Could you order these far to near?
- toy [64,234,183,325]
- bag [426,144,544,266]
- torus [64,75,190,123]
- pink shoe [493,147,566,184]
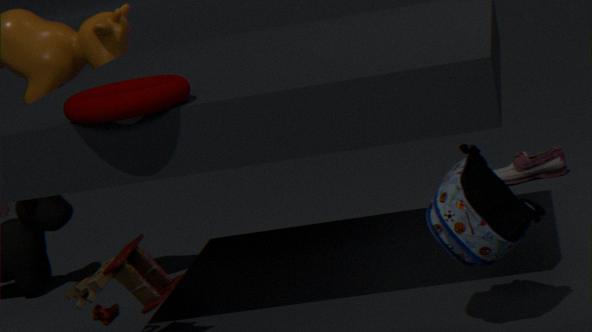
pink shoe [493,147,566,184] → toy [64,234,183,325] → torus [64,75,190,123] → bag [426,144,544,266]
